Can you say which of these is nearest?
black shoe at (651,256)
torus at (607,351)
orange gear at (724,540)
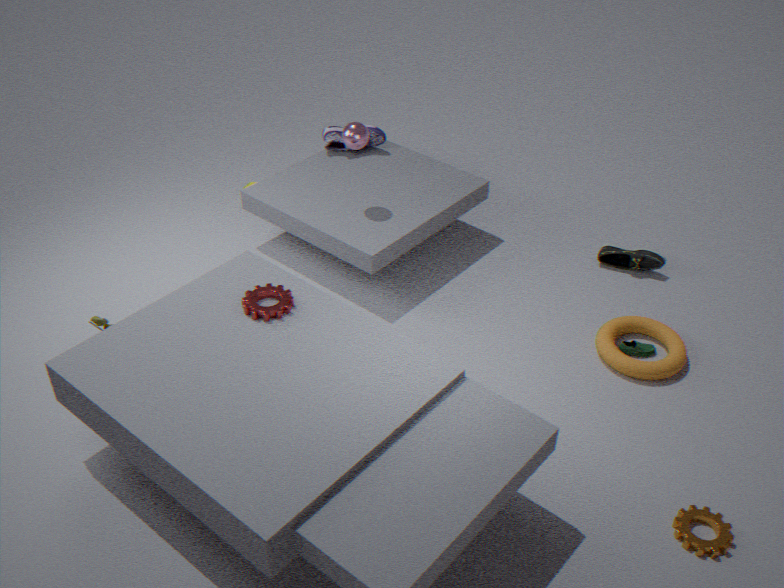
orange gear at (724,540)
